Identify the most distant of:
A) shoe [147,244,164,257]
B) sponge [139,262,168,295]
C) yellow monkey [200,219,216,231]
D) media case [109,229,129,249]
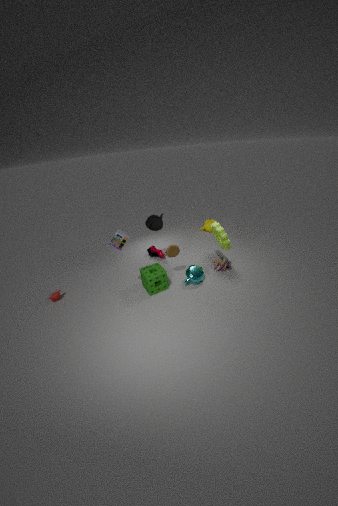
yellow monkey [200,219,216,231]
